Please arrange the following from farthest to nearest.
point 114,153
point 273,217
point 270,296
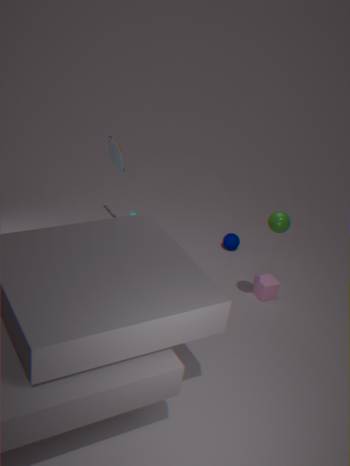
point 114,153 → point 270,296 → point 273,217
